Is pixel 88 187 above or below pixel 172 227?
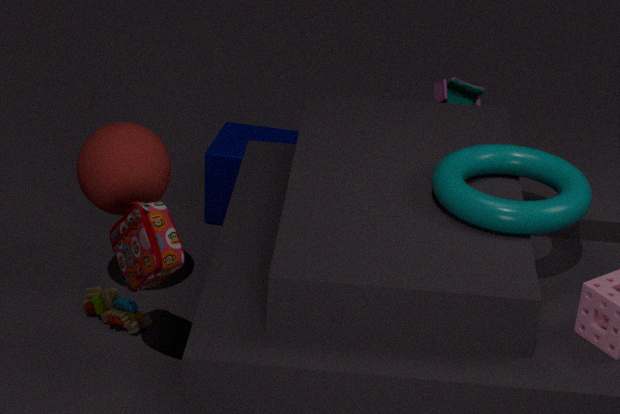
above
